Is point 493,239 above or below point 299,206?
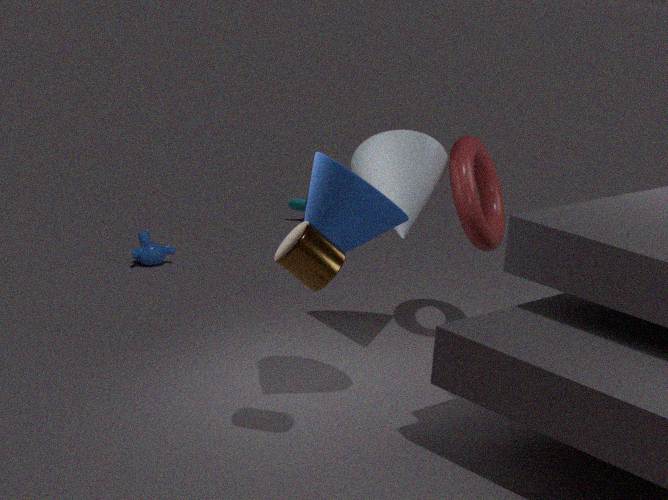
above
